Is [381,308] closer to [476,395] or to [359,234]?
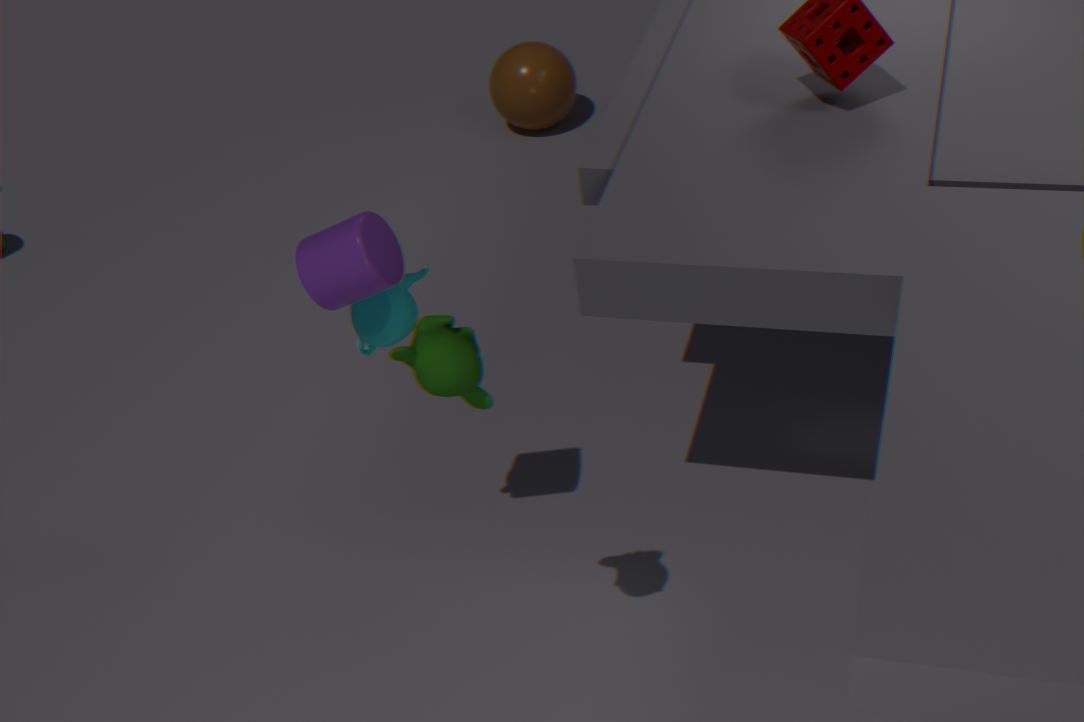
[359,234]
